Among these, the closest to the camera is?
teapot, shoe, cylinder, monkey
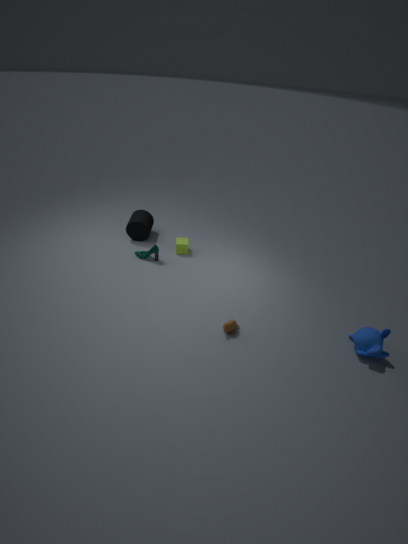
monkey
